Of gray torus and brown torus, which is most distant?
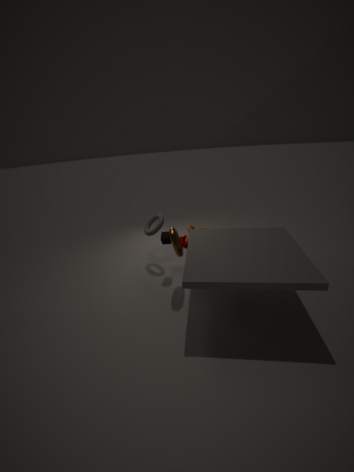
gray torus
